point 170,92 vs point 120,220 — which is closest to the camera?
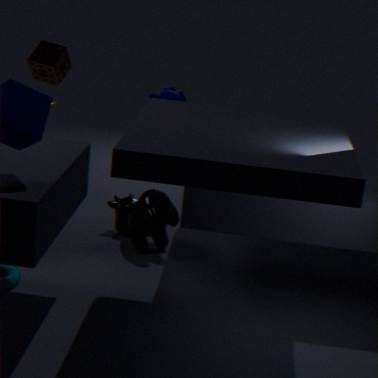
point 120,220
